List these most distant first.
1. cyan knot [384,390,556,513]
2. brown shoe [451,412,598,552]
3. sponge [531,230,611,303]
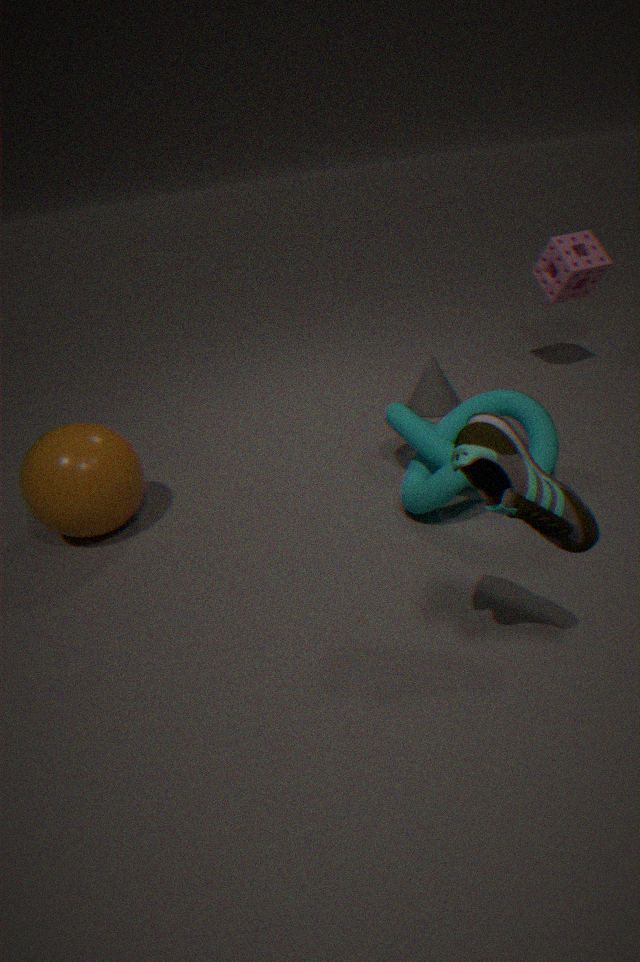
1. sponge [531,230,611,303]
2. cyan knot [384,390,556,513]
3. brown shoe [451,412,598,552]
